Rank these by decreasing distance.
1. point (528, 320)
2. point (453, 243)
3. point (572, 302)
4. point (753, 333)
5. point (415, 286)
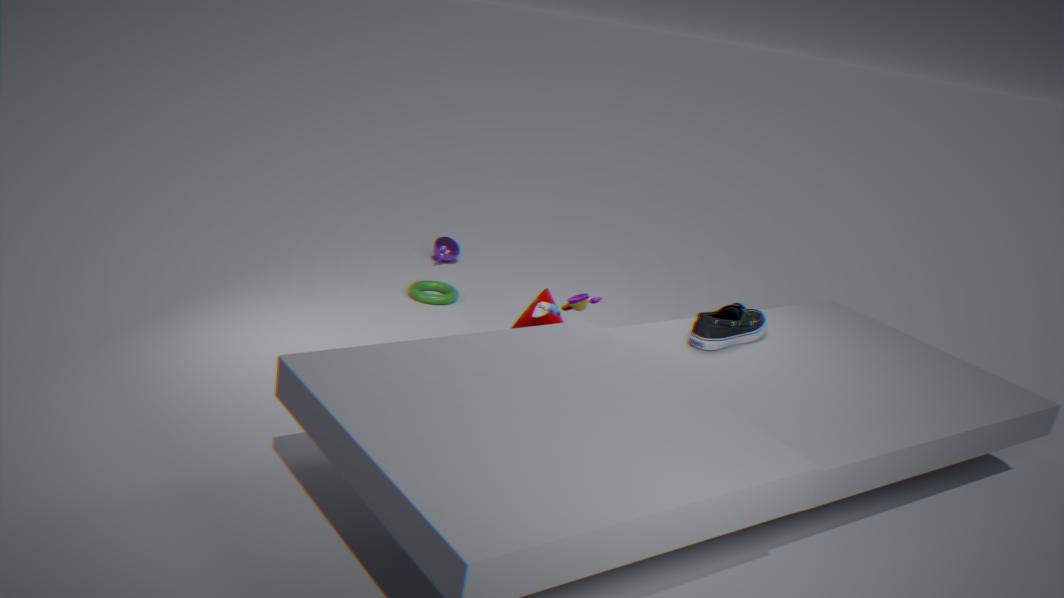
point (453, 243)
point (415, 286)
point (528, 320)
point (753, 333)
point (572, 302)
